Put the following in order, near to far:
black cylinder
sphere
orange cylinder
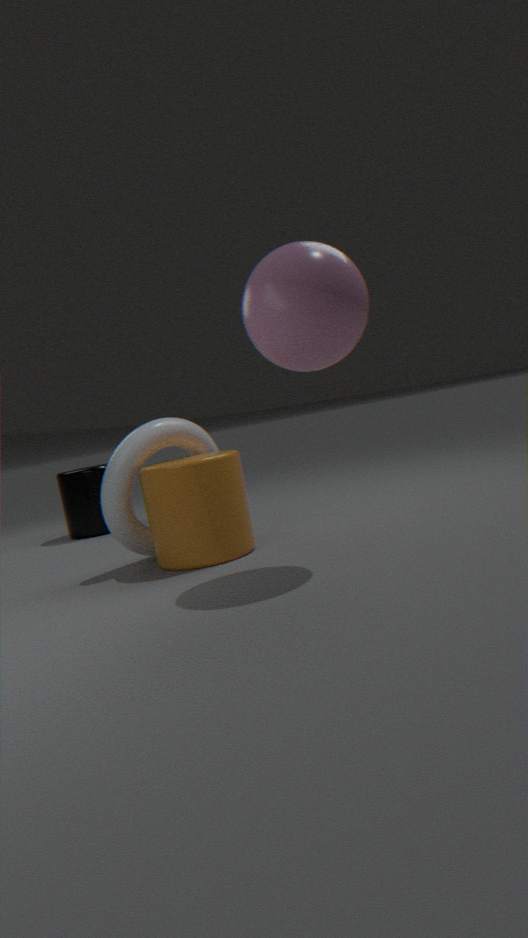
sphere → orange cylinder → black cylinder
